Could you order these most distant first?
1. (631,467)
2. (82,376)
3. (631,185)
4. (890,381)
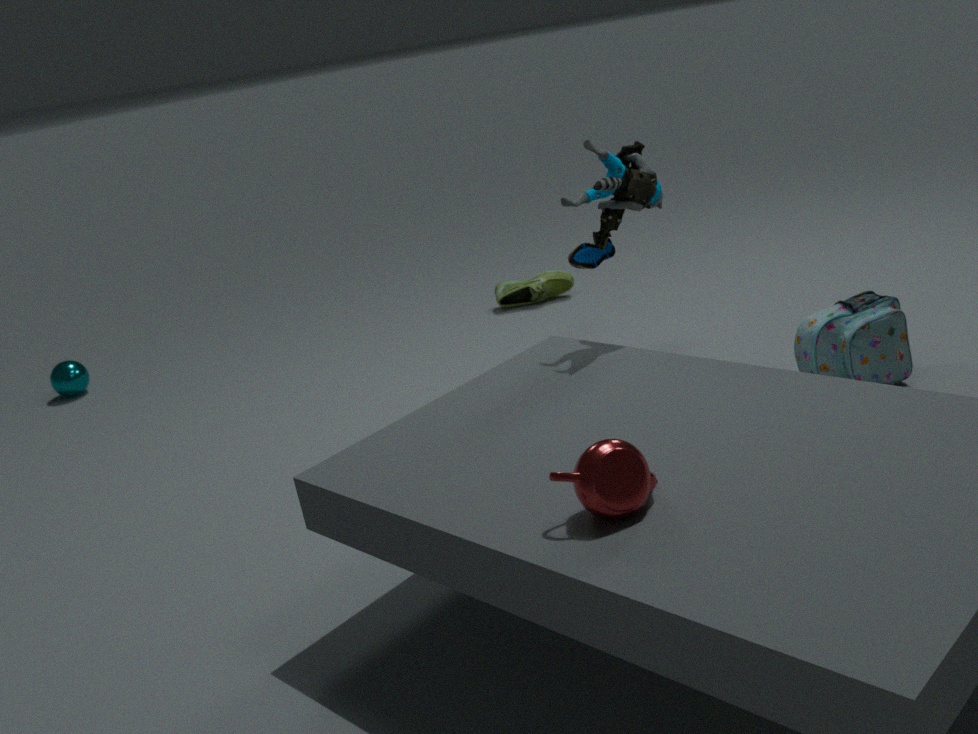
1. (82,376)
2. (890,381)
3. (631,185)
4. (631,467)
